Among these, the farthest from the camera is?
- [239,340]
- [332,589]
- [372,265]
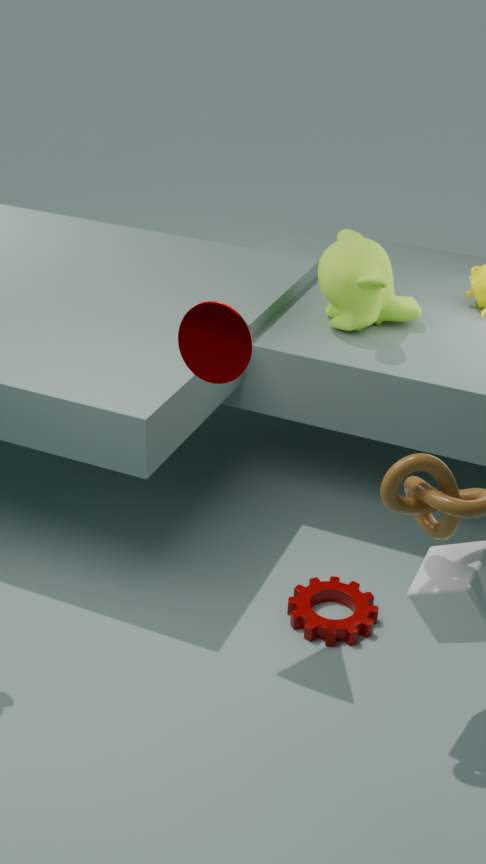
[372,265]
